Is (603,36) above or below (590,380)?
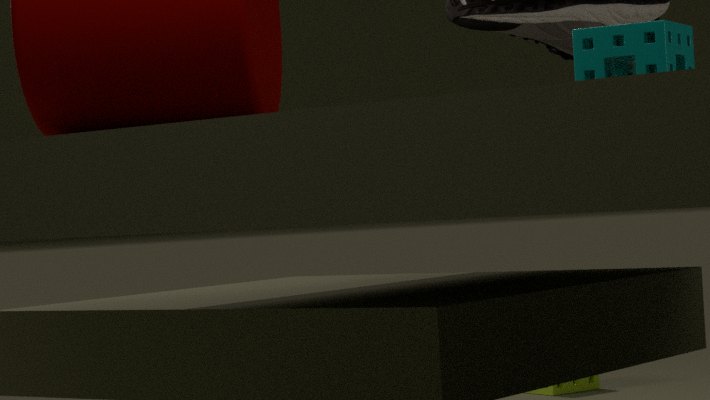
above
